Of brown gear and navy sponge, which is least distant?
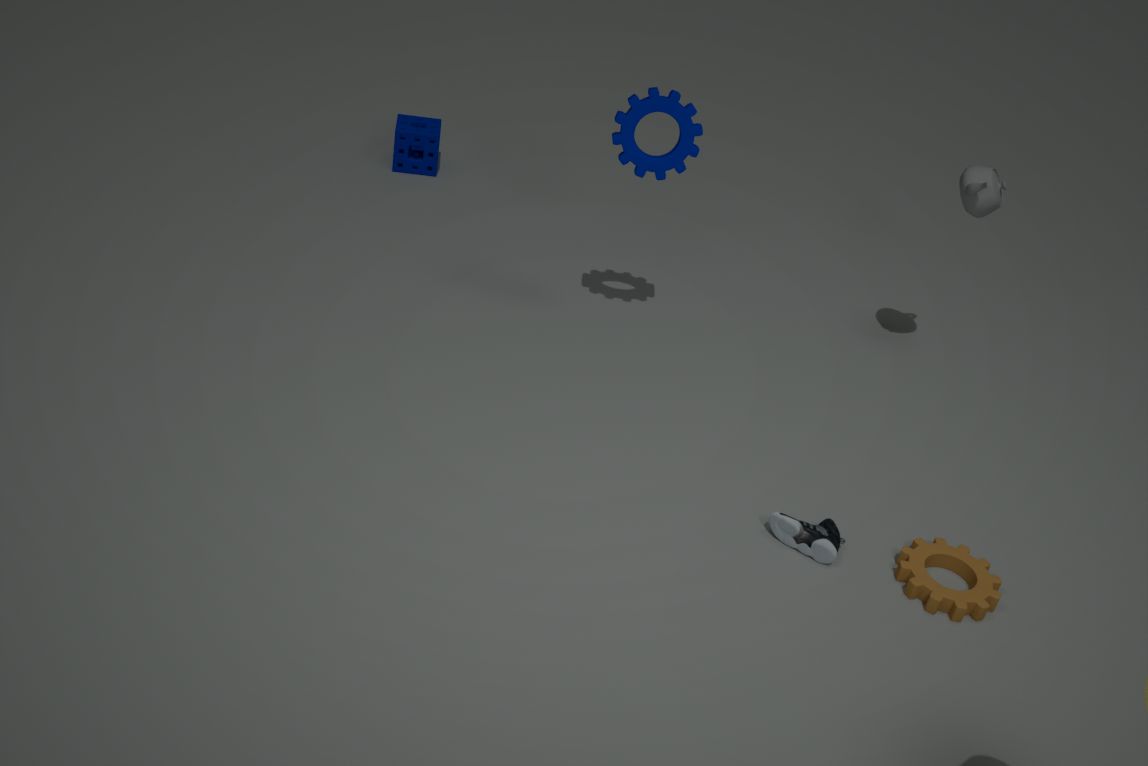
brown gear
